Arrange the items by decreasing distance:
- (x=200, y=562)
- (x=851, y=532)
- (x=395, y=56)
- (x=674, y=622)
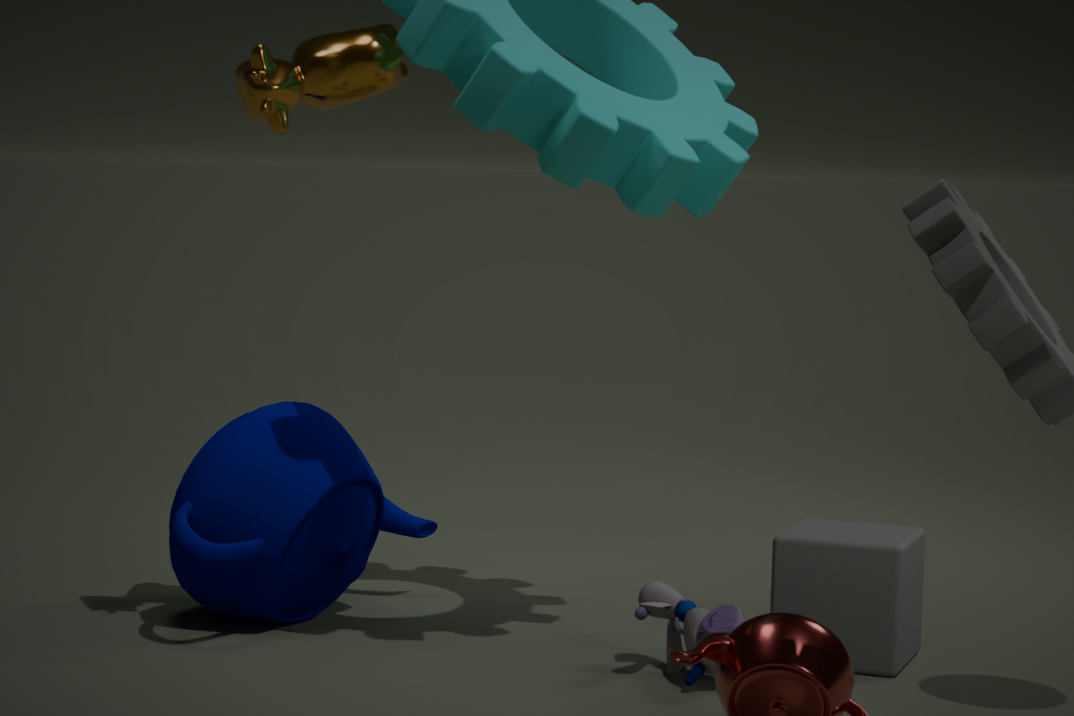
(x=851, y=532) → (x=200, y=562) → (x=395, y=56) → (x=674, y=622)
